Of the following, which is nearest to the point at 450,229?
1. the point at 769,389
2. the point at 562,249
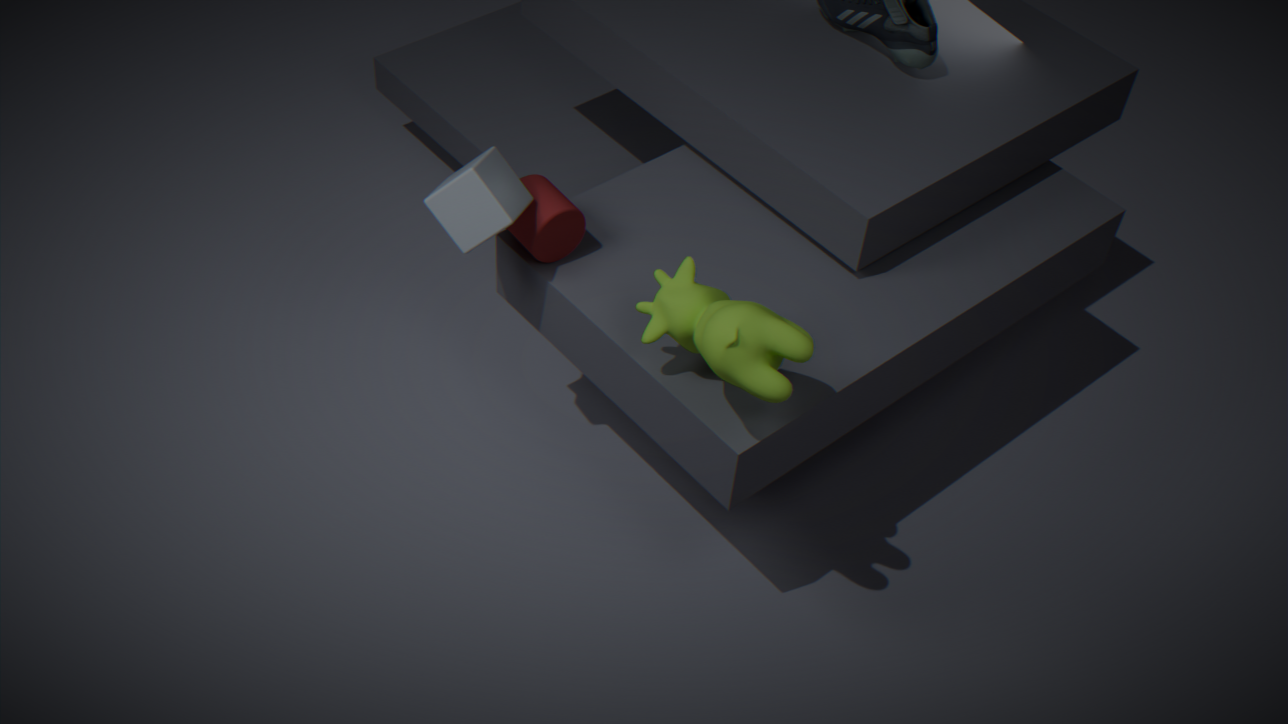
the point at 562,249
